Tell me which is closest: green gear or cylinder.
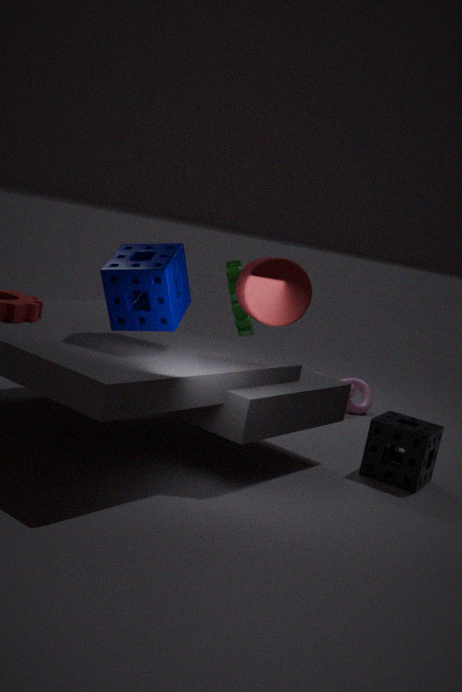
cylinder
